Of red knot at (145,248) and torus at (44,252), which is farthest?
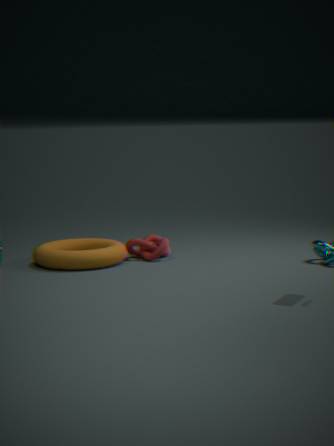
red knot at (145,248)
